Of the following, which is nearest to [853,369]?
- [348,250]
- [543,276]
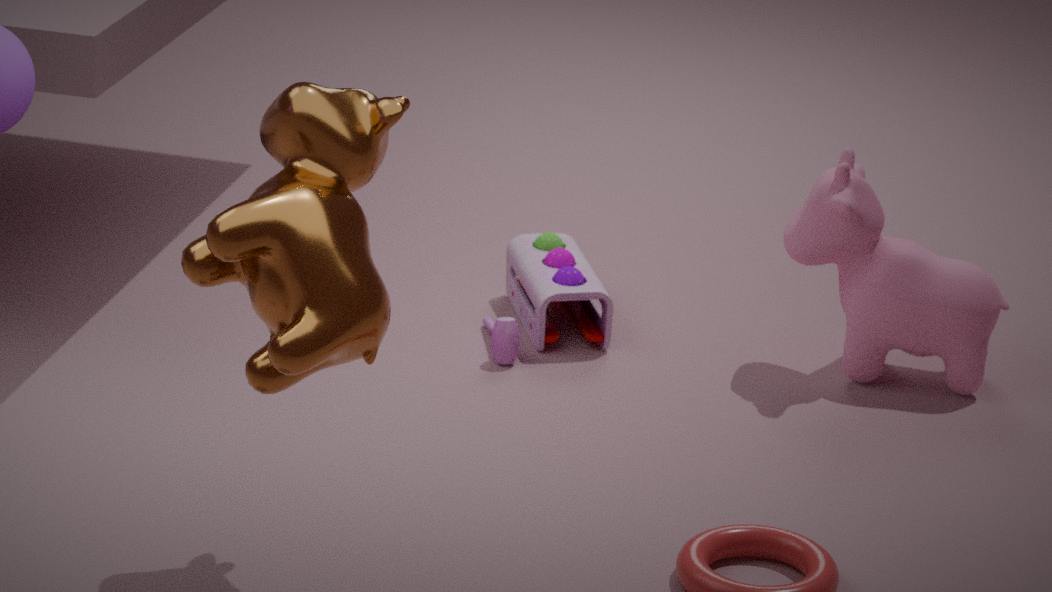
[543,276]
